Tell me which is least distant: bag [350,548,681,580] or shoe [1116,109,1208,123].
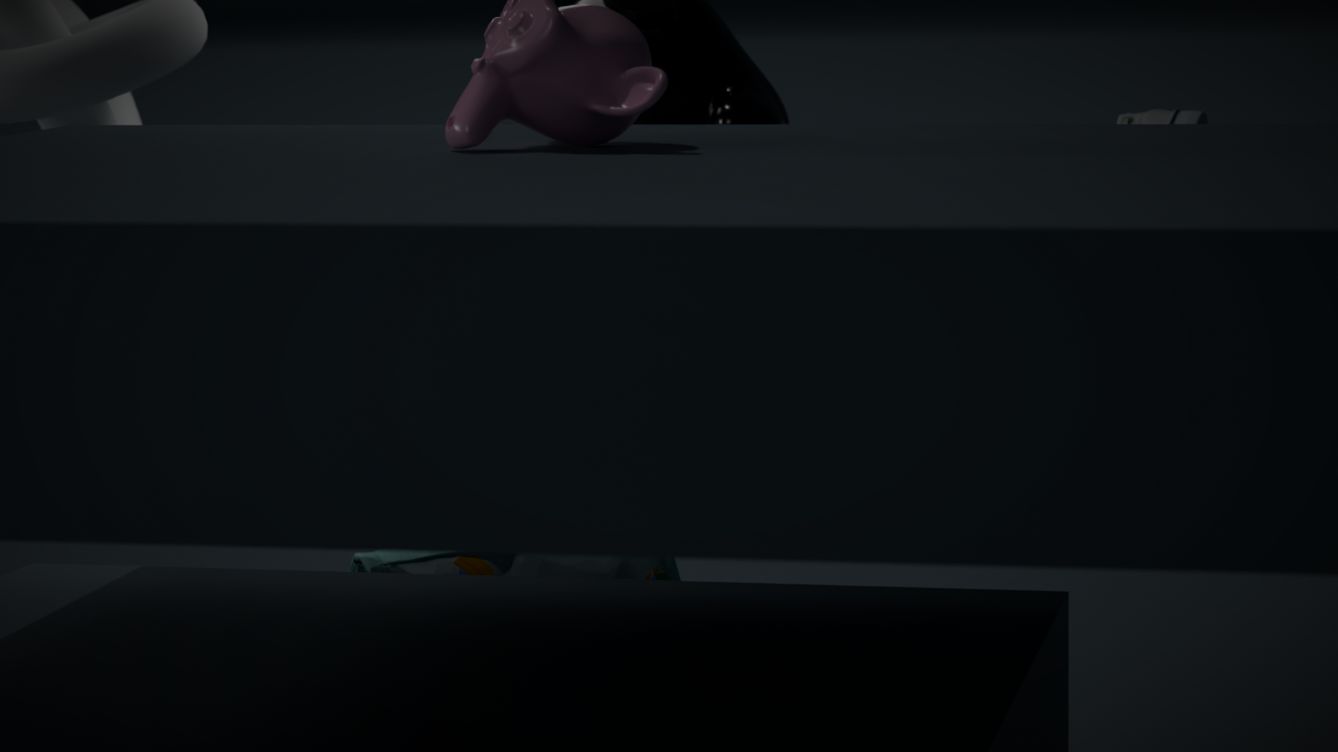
bag [350,548,681,580]
